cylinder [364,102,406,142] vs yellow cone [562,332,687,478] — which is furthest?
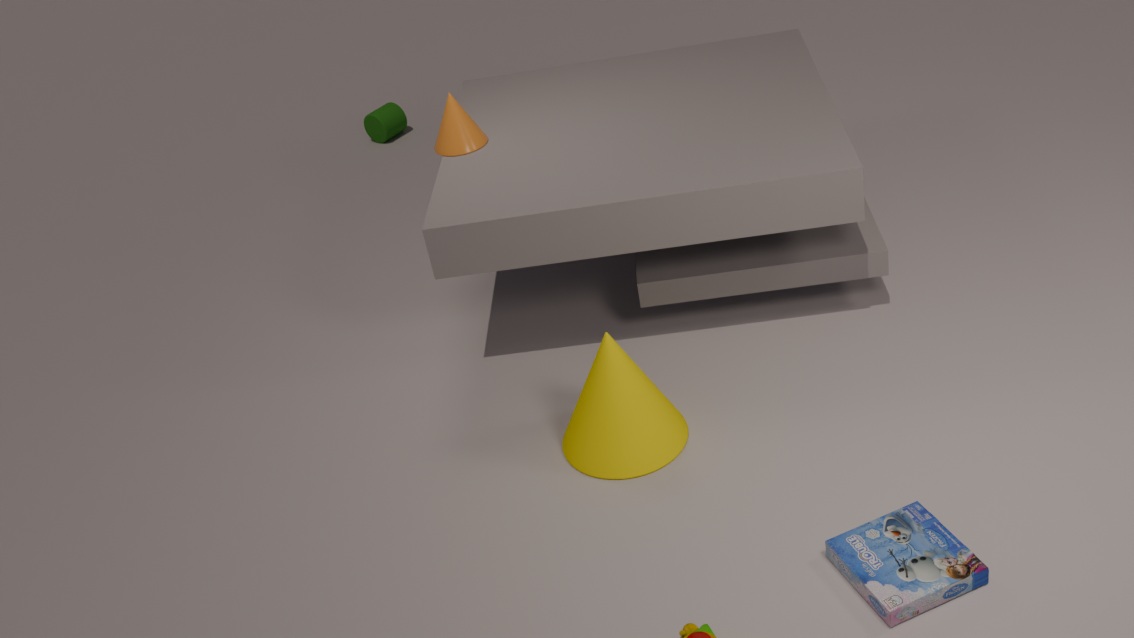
cylinder [364,102,406,142]
